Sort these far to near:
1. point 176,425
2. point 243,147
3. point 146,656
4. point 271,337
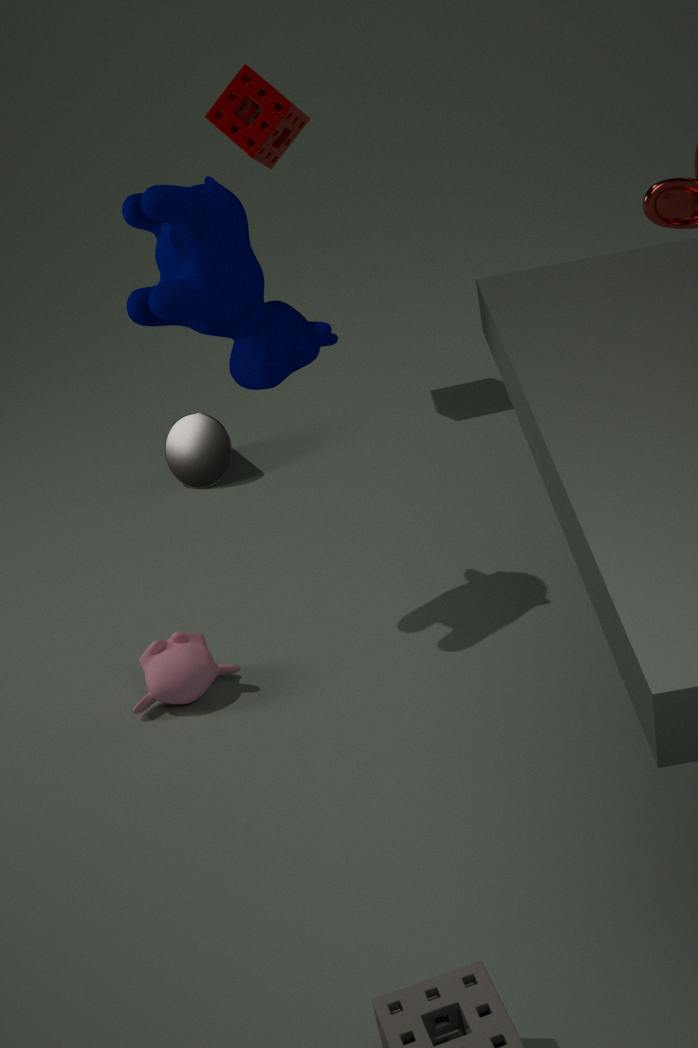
point 176,425 → point 243,147 → point 146,656 → point 271,337
